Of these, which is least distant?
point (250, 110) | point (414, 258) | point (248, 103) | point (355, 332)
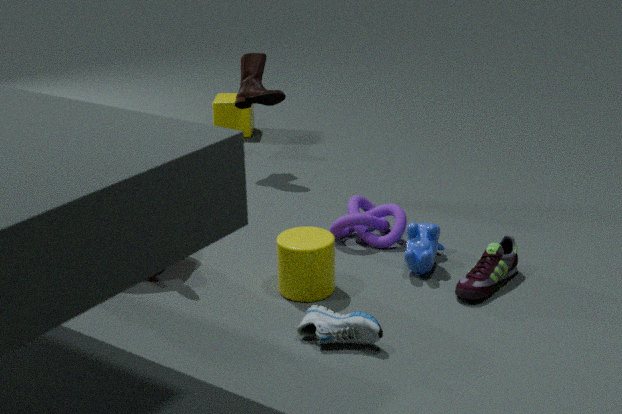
point (355, 332)
